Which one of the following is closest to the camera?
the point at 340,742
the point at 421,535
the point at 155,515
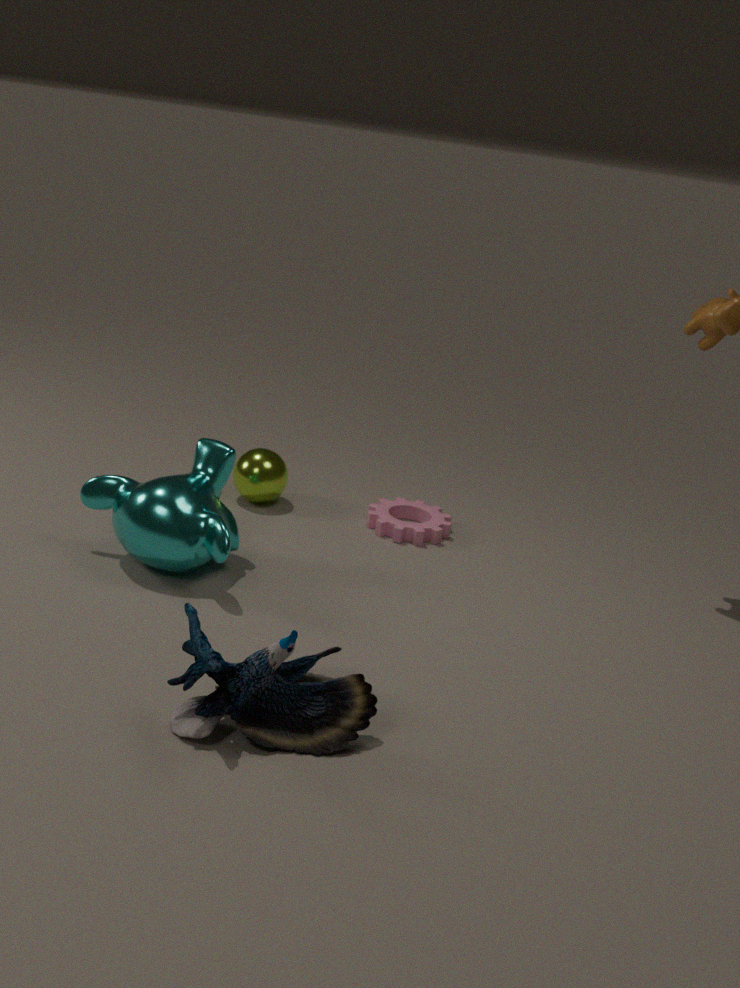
the point at 340,742
